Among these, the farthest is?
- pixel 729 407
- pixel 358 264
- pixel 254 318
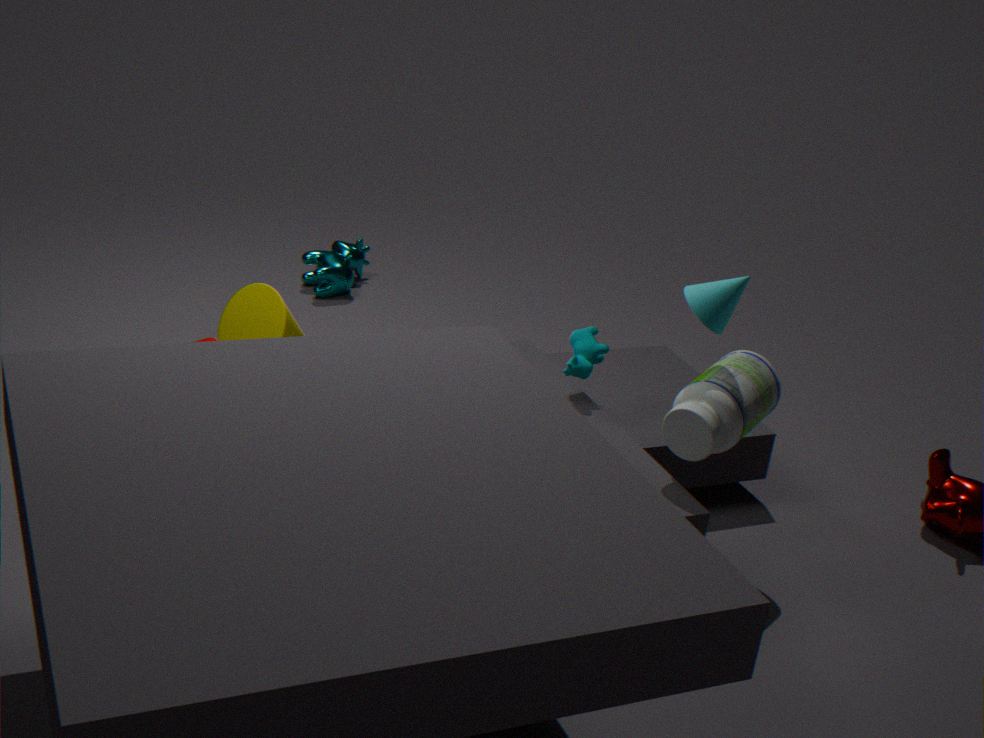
pixel 358 264
